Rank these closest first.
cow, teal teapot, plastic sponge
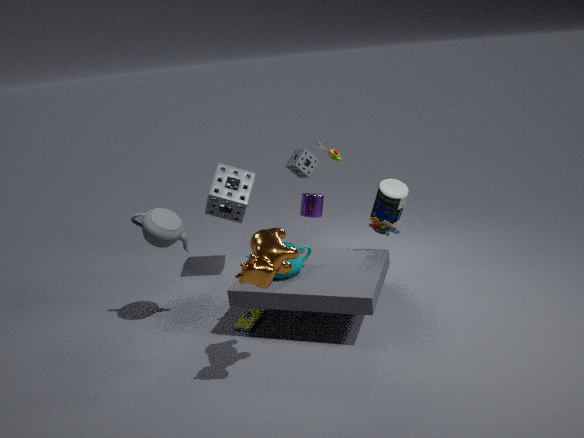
cow, teal teapot, plastic sponge
